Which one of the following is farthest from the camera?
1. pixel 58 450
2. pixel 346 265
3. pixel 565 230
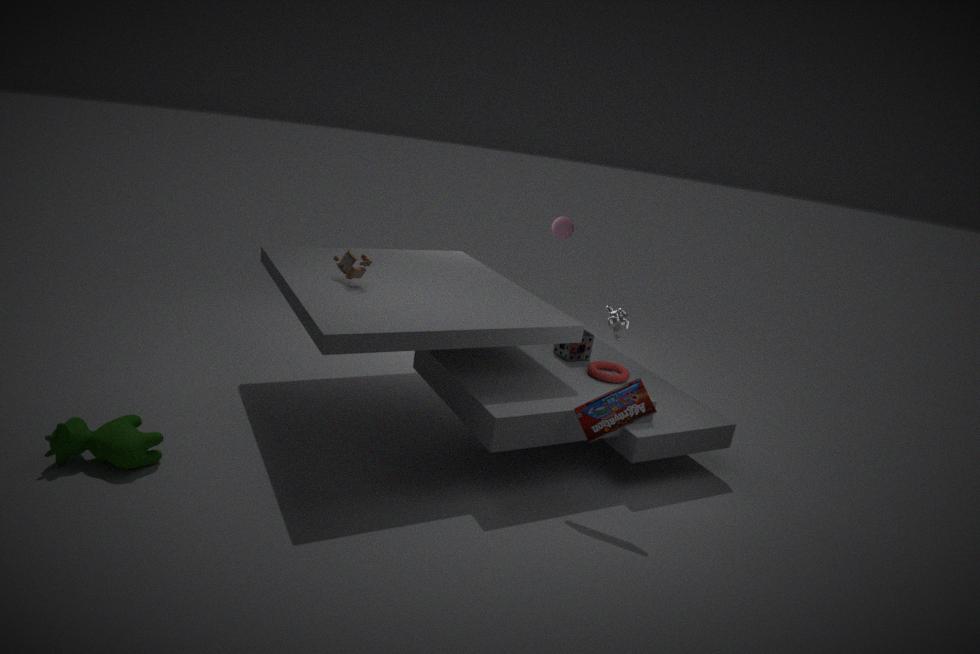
pixel 565 230
